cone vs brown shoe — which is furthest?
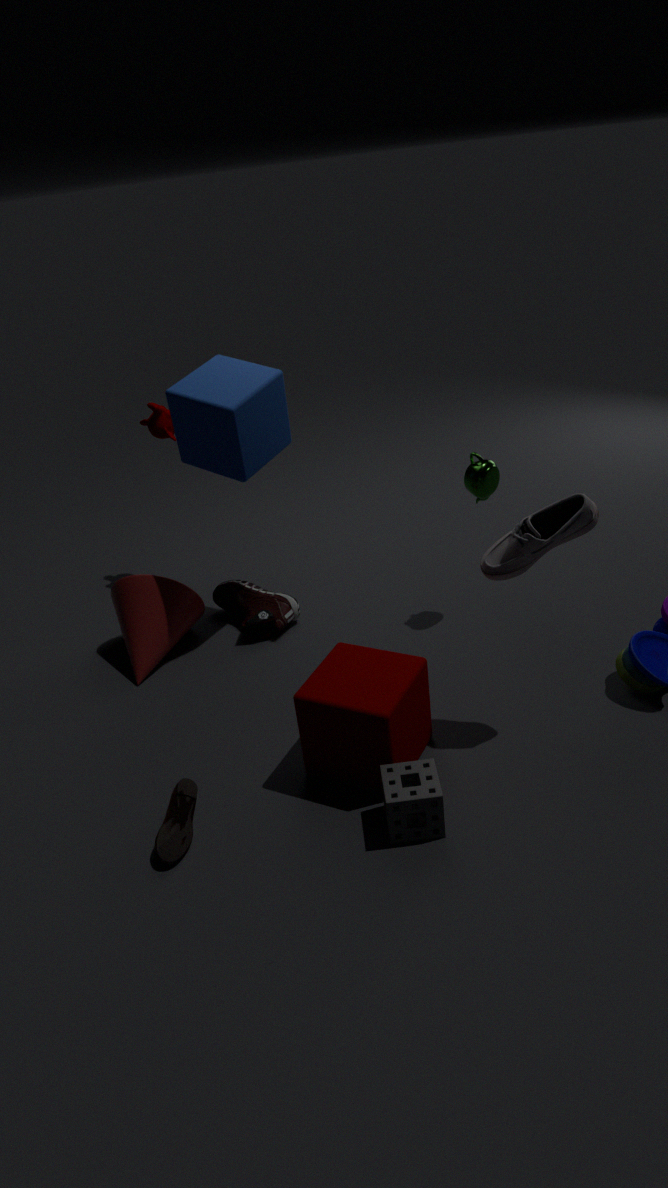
cone
